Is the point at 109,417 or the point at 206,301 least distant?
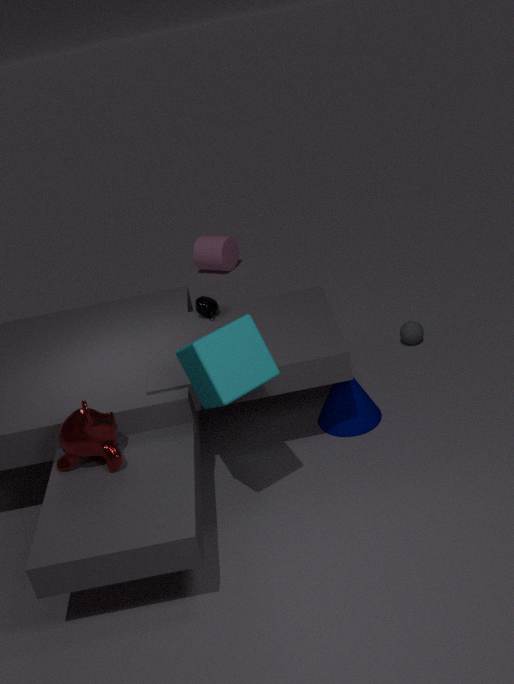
the point at 109,417
